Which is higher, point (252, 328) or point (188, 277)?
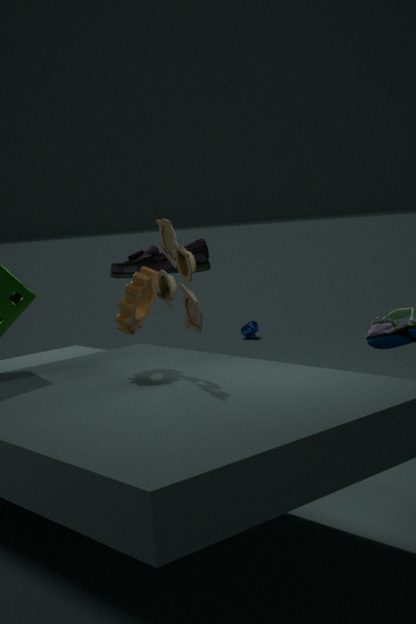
point (188, 277)
